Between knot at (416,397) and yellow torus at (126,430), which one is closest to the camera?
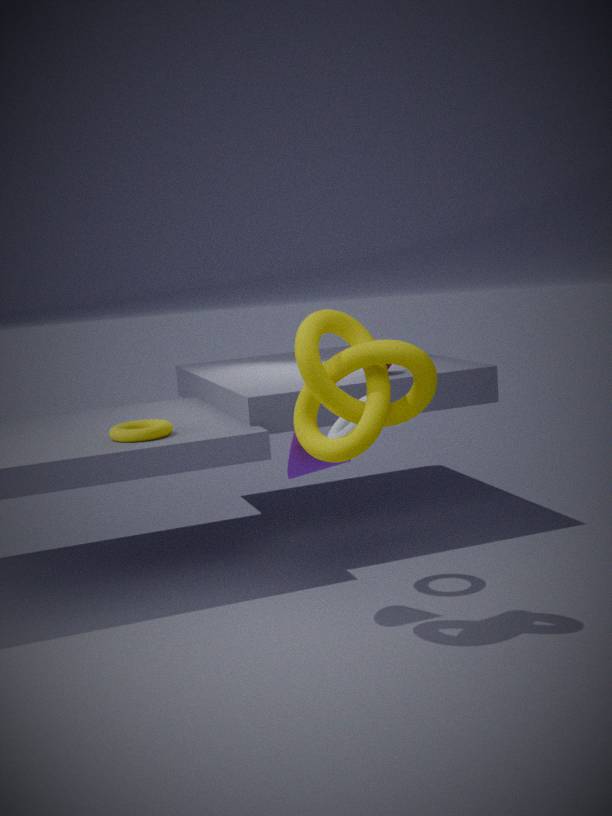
knot at (416,397)
